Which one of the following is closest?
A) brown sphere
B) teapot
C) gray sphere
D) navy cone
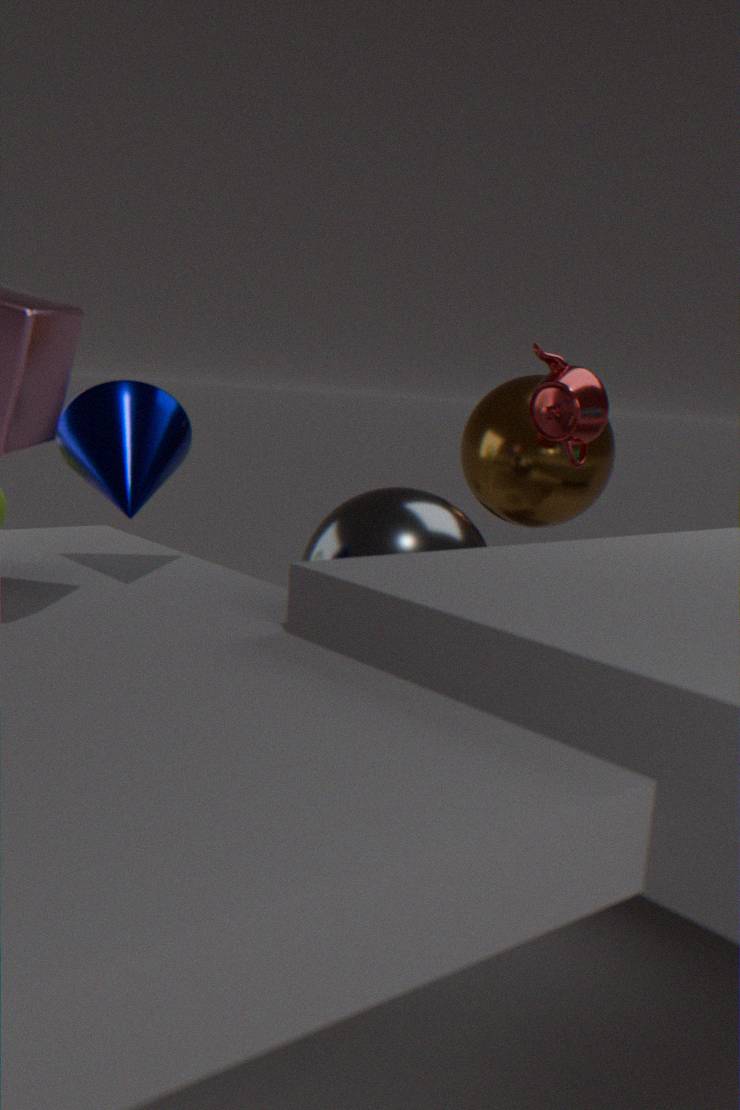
navy cone
